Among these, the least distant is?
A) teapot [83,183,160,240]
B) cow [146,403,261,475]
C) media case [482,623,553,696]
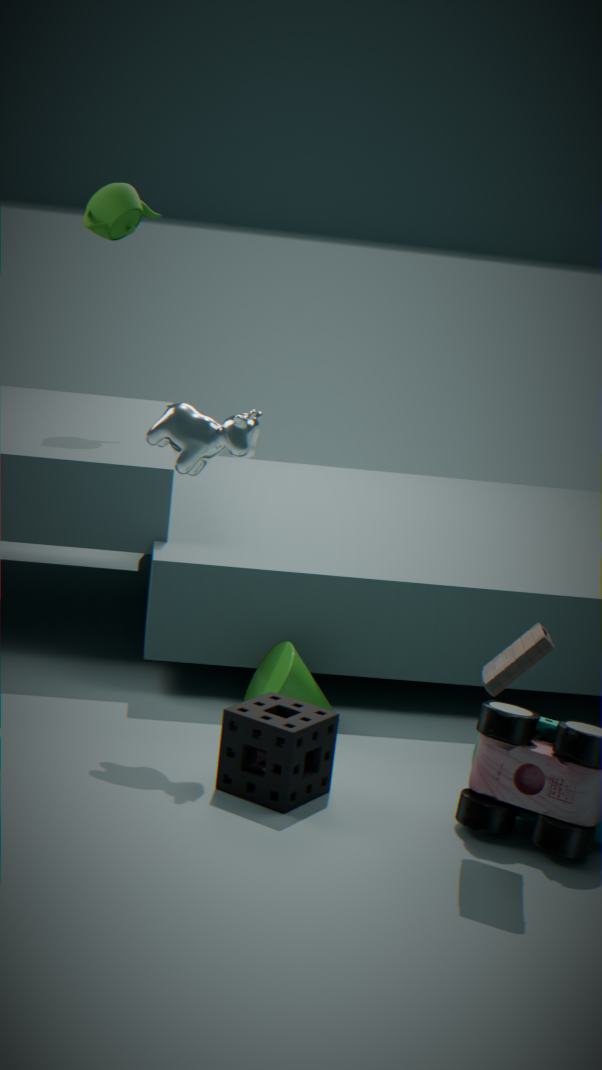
media case [482,623,553,696]
